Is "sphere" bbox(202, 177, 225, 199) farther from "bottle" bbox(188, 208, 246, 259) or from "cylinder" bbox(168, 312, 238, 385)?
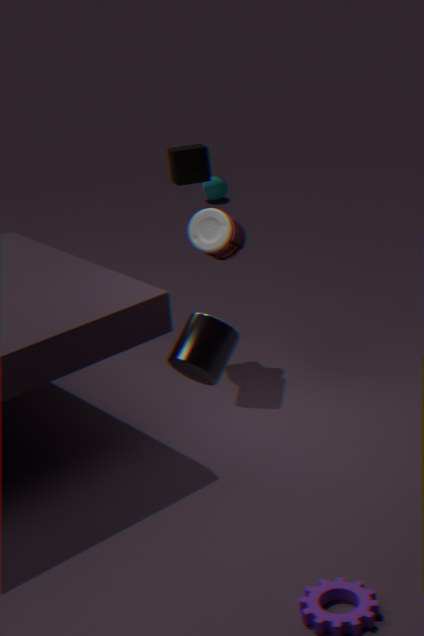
"cylinder" bbox(168, 312, 238, 385)
